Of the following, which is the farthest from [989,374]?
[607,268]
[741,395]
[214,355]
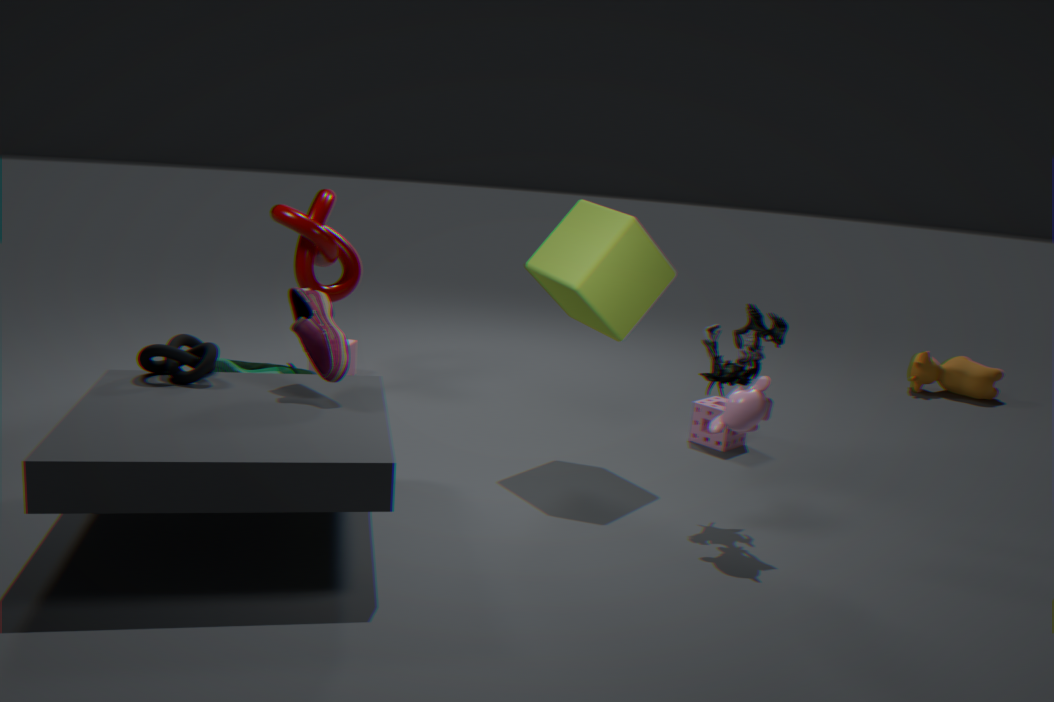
[214,355]
